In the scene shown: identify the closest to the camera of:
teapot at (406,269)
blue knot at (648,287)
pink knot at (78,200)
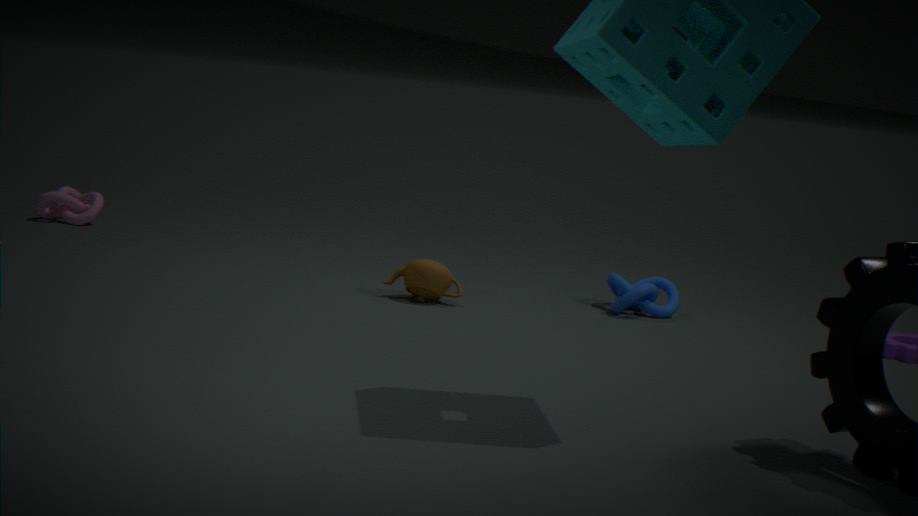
teapot at (406,269)
